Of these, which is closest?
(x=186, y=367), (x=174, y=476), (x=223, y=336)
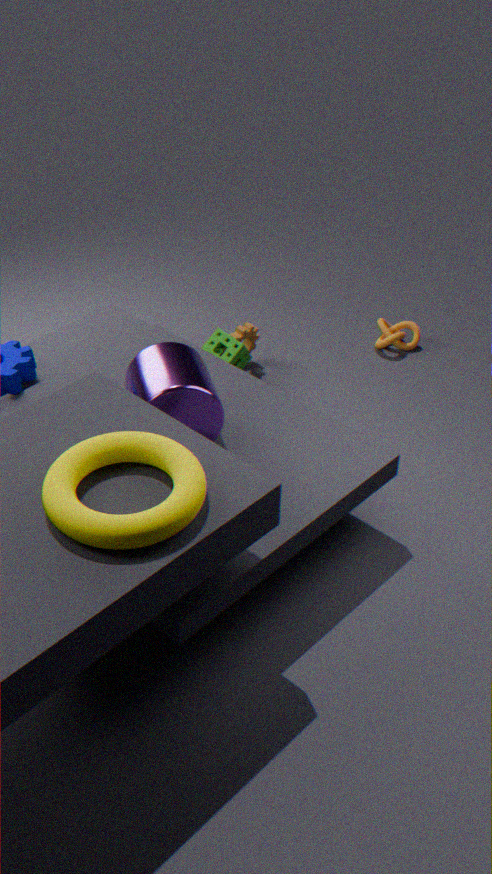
(x=174, y=476)
